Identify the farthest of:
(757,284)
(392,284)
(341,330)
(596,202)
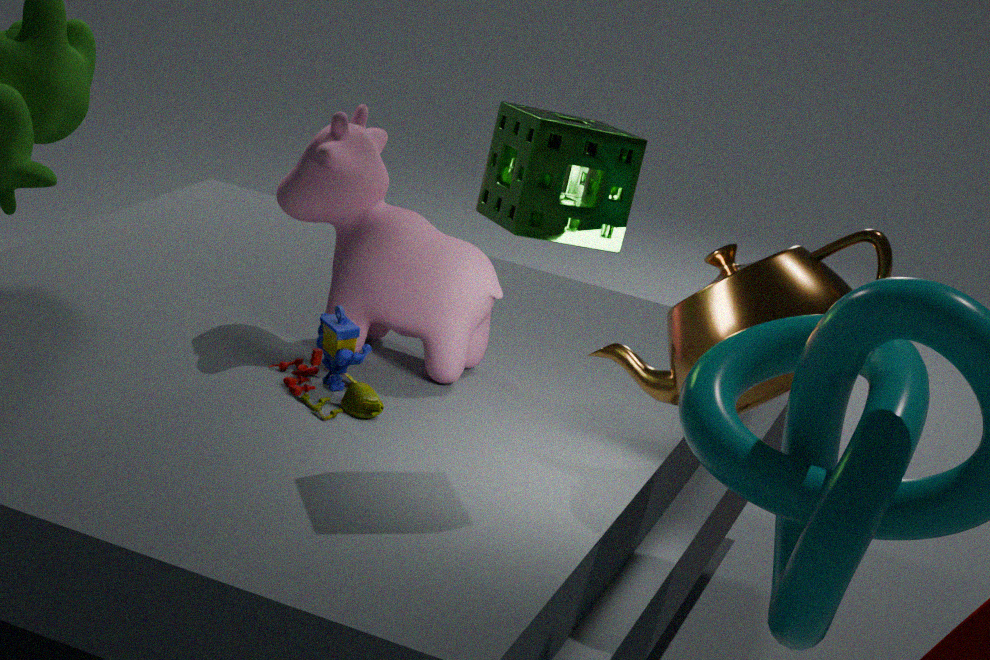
(392,284)
